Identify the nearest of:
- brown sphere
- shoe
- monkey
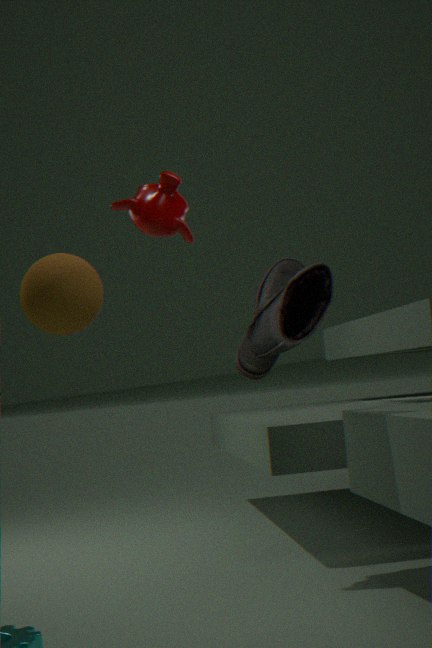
brown sphere
